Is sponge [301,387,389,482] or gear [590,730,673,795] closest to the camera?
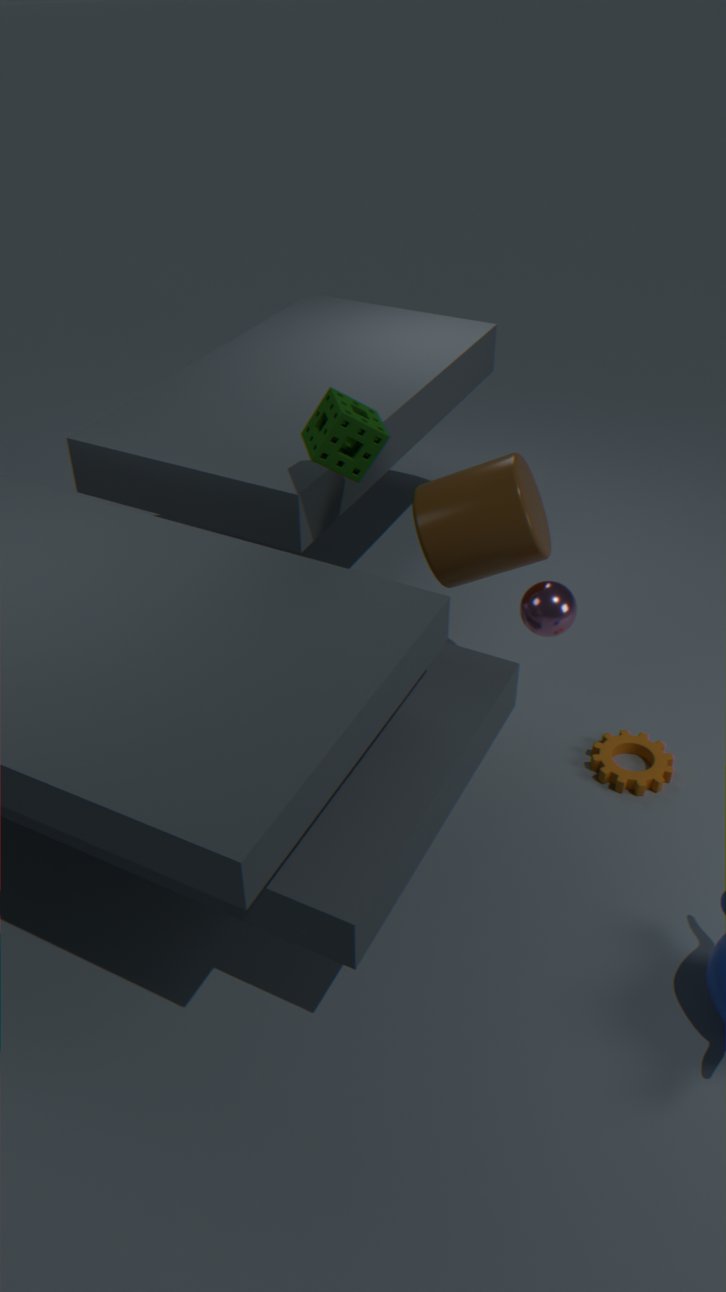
sponge [301,387,389,482]
